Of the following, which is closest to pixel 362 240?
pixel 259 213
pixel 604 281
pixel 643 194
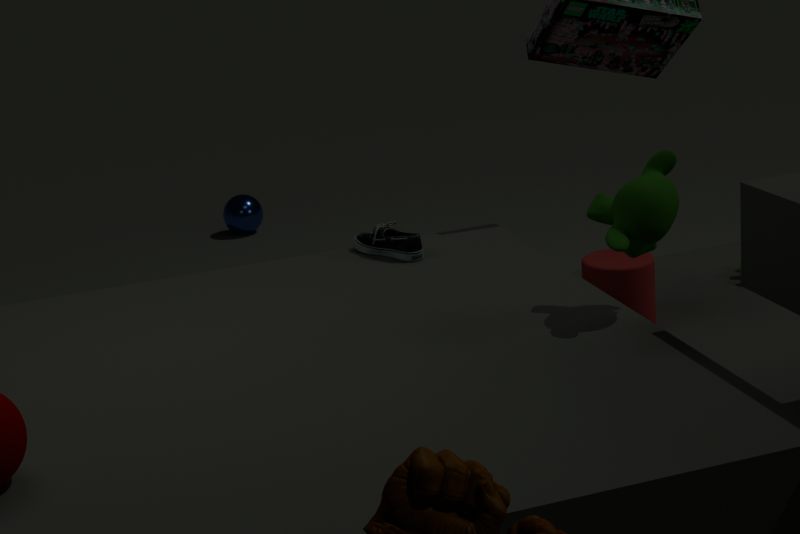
pixel 604 281
